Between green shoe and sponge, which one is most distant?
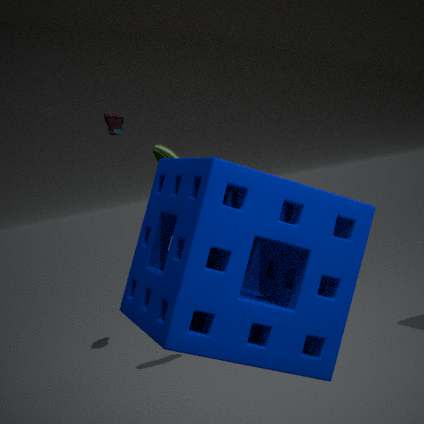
green shoe
